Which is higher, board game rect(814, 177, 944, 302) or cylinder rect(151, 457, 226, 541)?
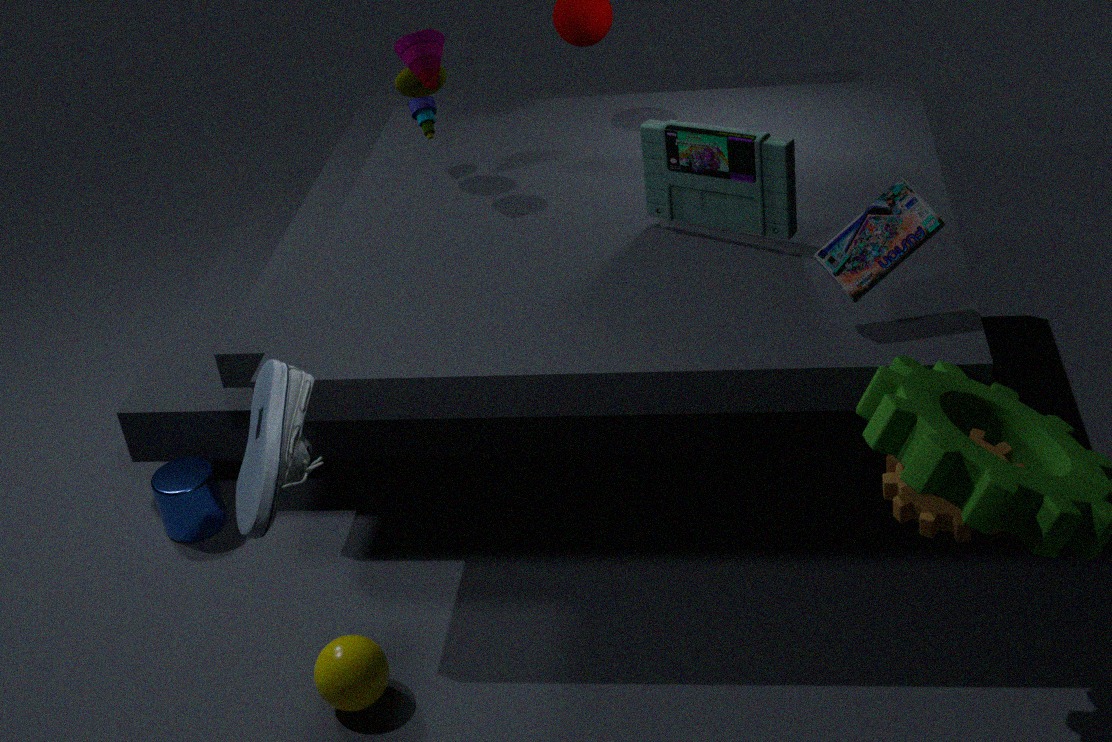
board game rect(814, 177, 944, 302)
